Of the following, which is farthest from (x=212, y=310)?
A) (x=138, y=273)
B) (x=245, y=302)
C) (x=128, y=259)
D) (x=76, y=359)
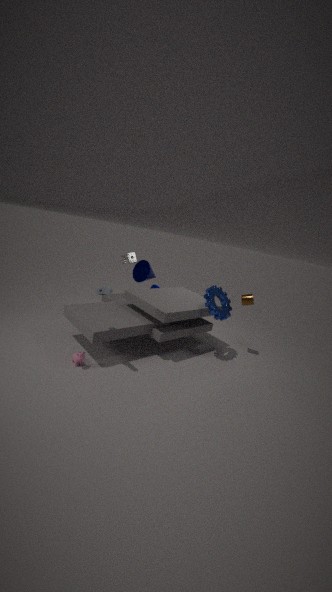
(x=76, y=359)
